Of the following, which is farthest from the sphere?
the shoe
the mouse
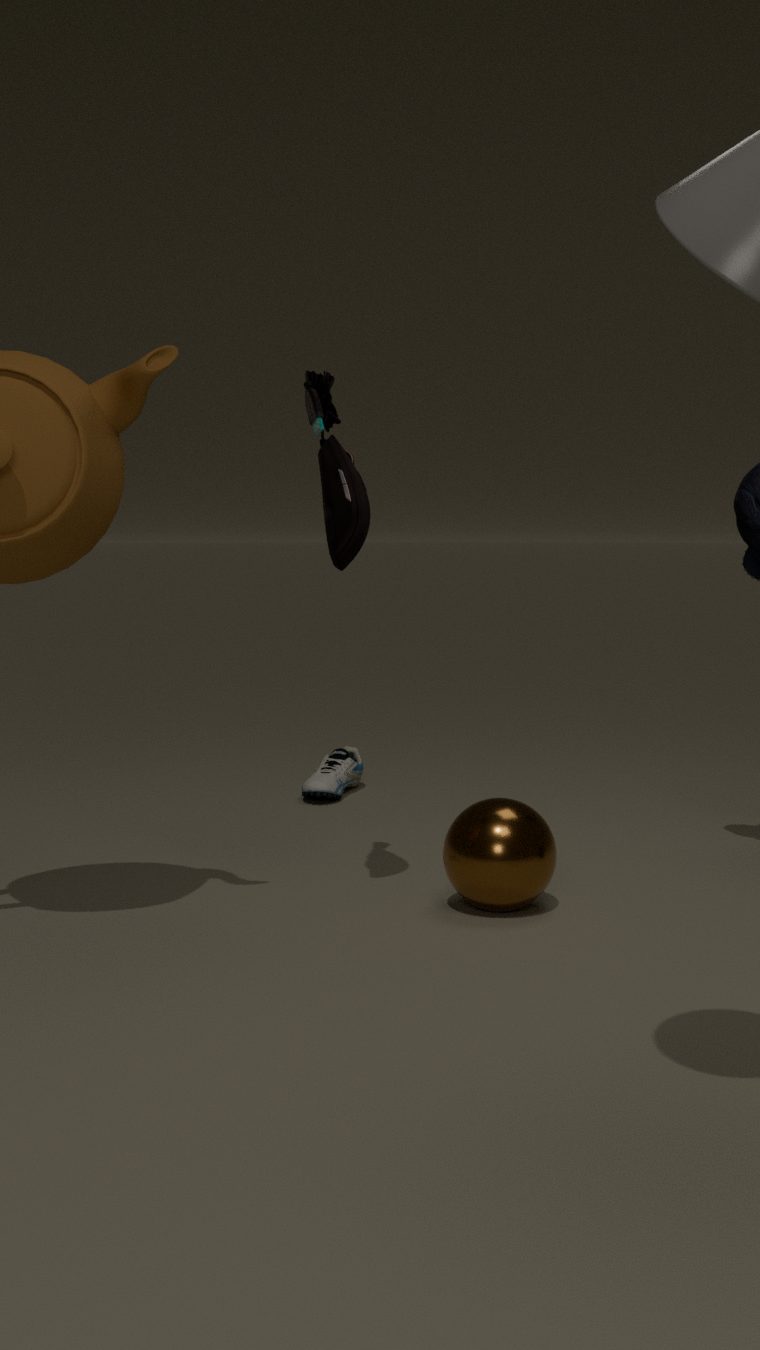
the shoe
